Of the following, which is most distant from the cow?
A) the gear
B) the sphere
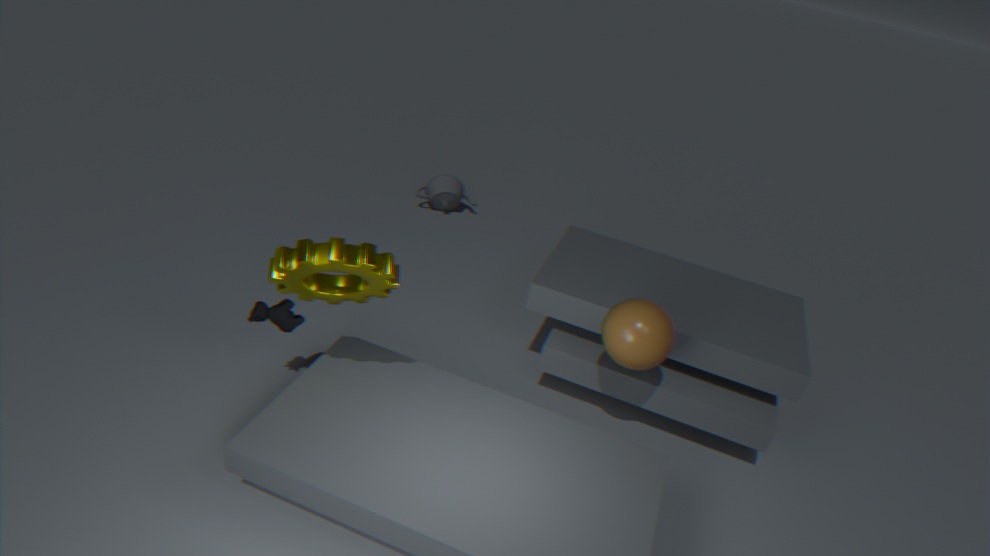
the sphere
